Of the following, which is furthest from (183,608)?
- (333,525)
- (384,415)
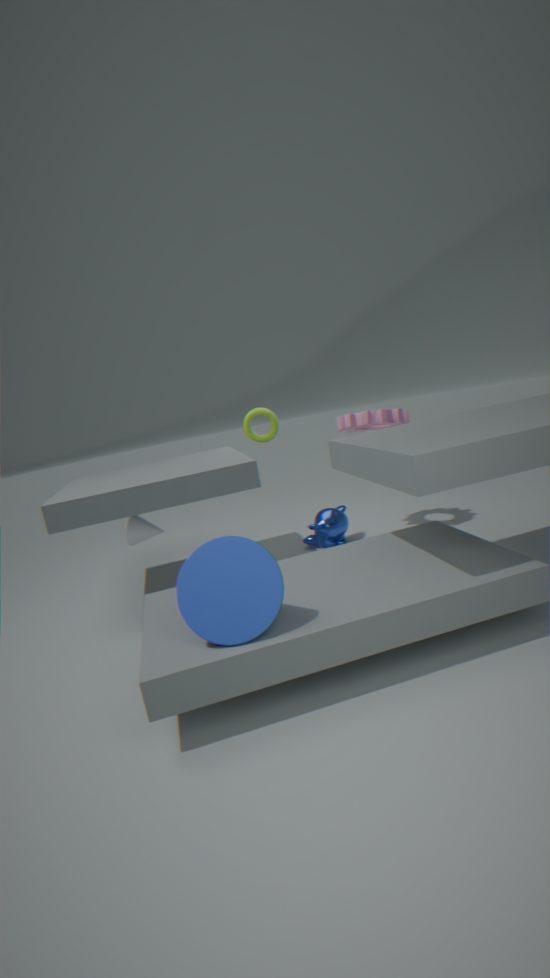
(384,415)
